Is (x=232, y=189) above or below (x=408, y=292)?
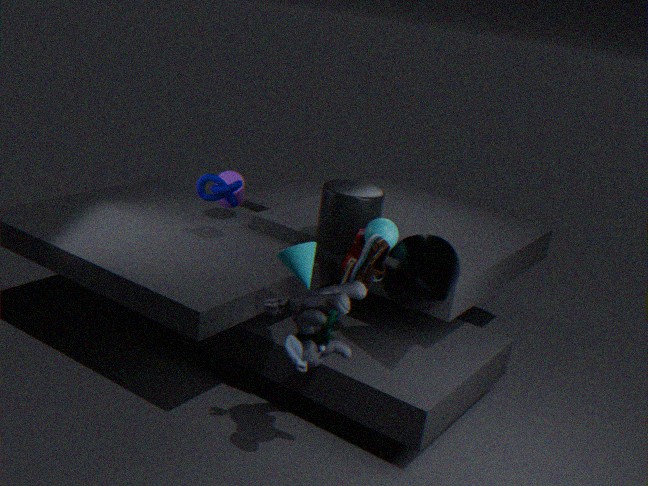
above
